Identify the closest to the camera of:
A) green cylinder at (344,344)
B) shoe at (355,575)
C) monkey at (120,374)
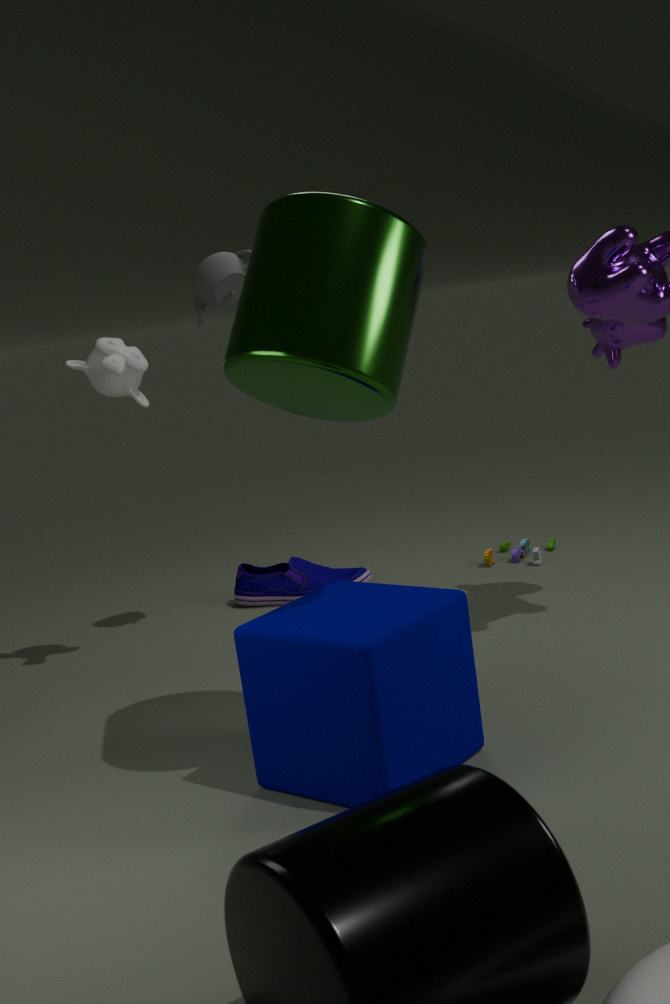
green cylinder at (344,344)
